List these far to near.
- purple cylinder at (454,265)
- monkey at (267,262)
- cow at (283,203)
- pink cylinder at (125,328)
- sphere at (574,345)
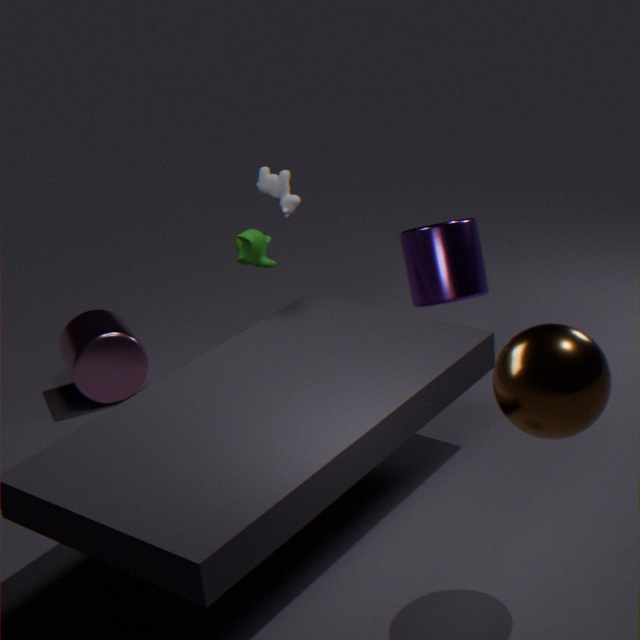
cow at (283,203), pink cylinder at (125,328), purple cylinder at (454,265), monkey at (267,262), sphere at (574,345)
